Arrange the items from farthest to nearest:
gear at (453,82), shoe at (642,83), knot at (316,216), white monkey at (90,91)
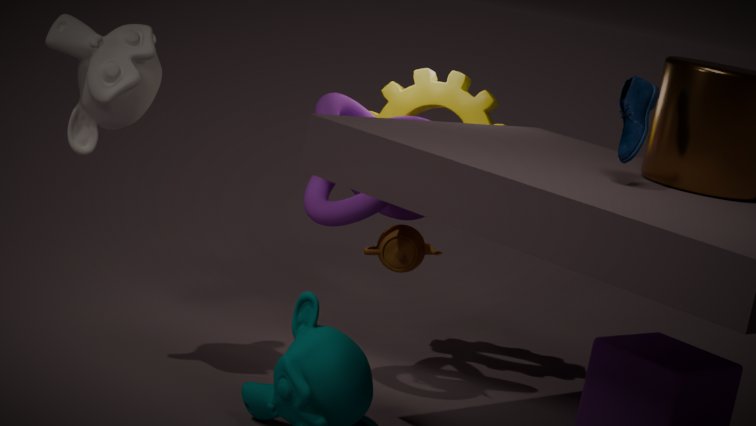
gear at (453,82)
knot at (316,216)
white monkey at (90,91)
shoe at (642,83)
